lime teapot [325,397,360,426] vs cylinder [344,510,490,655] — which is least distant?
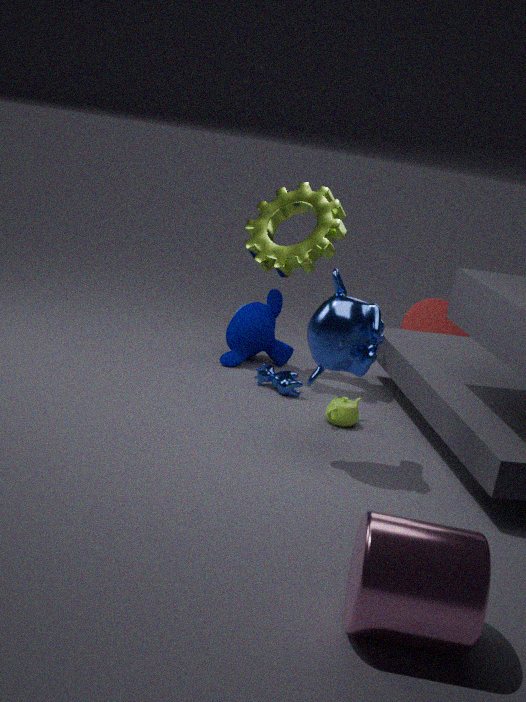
cylinder [344,510,490,655]
